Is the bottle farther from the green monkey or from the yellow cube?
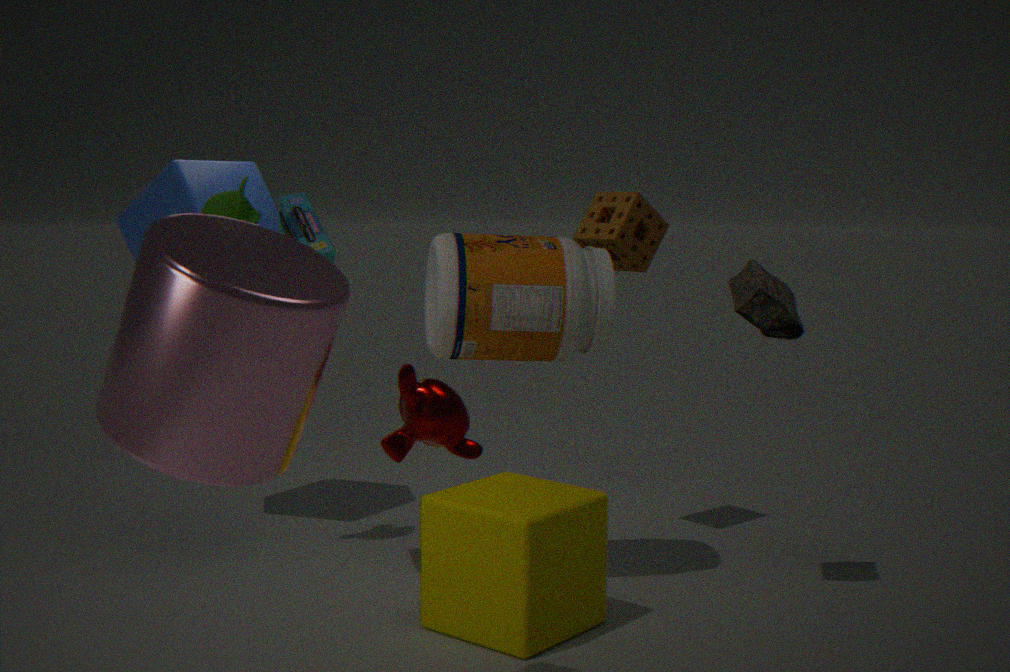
the green monkey
